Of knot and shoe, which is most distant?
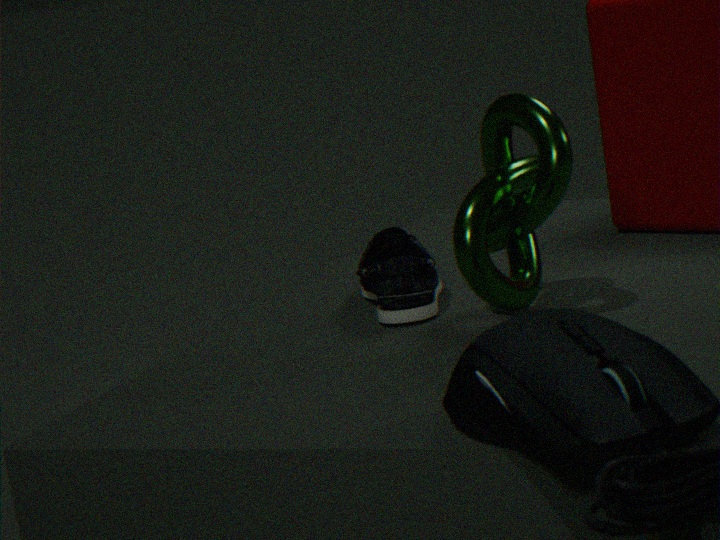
shoe
